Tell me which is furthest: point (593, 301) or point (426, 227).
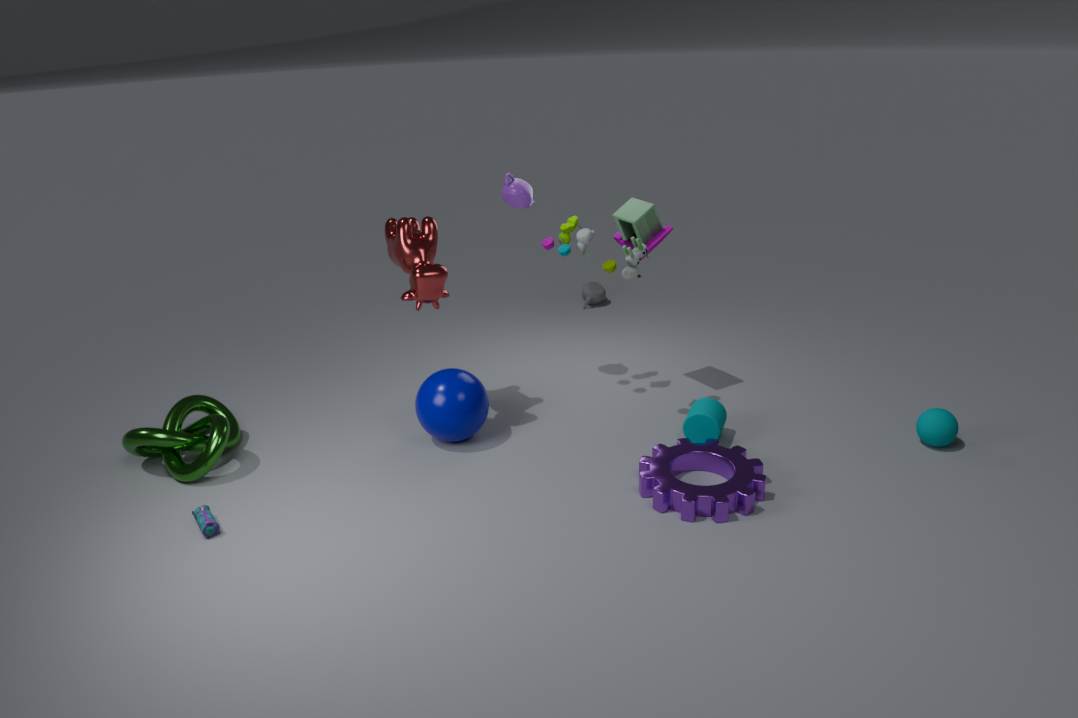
point (593, 301)
